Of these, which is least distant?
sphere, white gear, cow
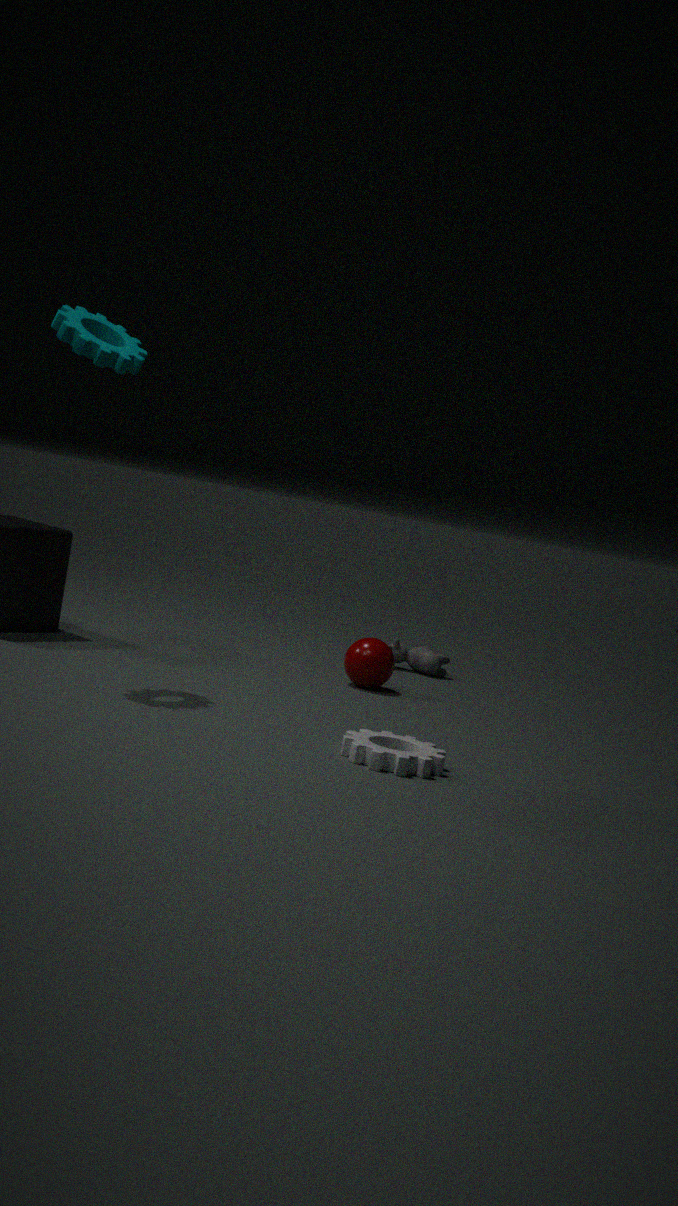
white gear
